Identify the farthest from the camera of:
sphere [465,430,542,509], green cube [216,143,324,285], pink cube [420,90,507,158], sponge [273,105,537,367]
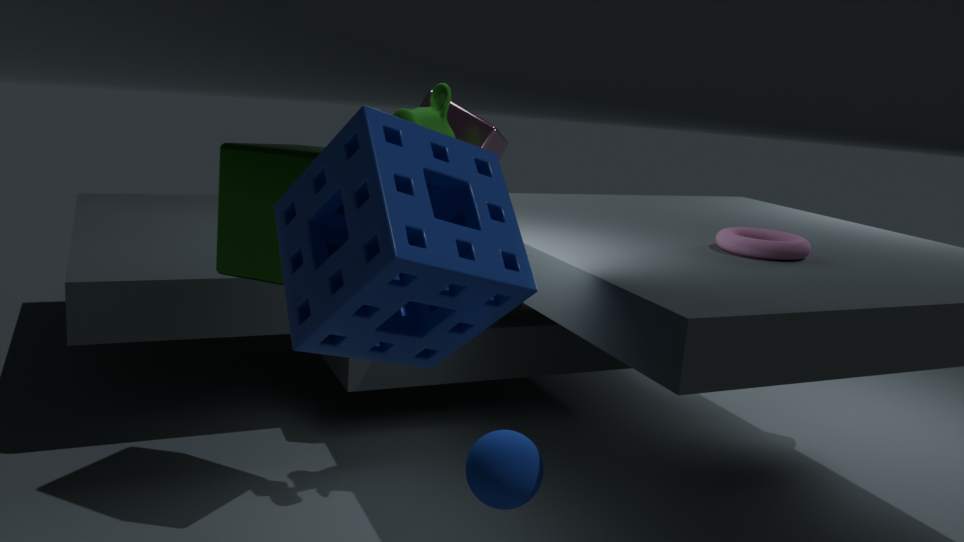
pink cube [420,90,507,158]
